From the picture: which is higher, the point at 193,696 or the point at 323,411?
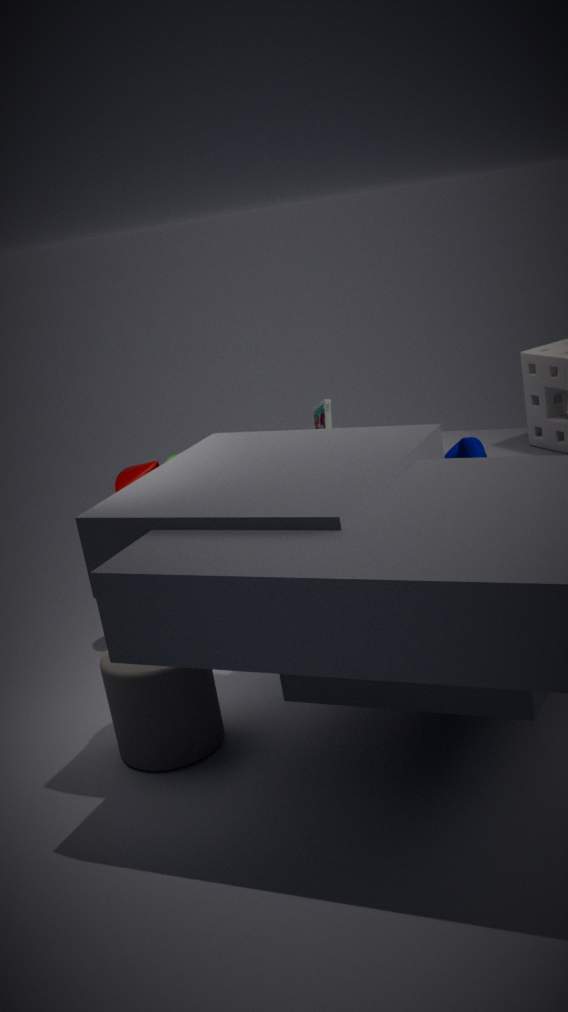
→ the point at 323,411
